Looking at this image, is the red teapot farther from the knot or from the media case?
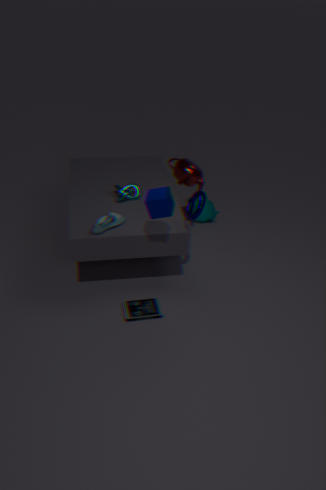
the media case
